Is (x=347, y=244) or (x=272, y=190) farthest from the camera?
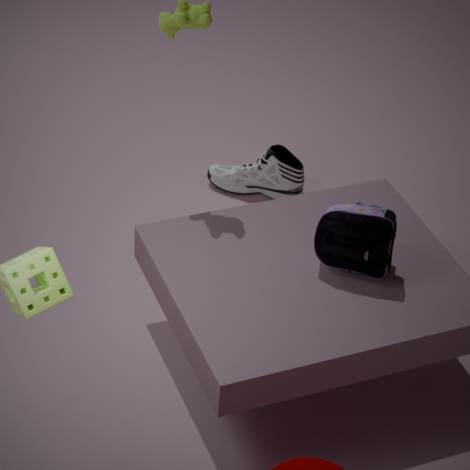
(x=272, y=190)
